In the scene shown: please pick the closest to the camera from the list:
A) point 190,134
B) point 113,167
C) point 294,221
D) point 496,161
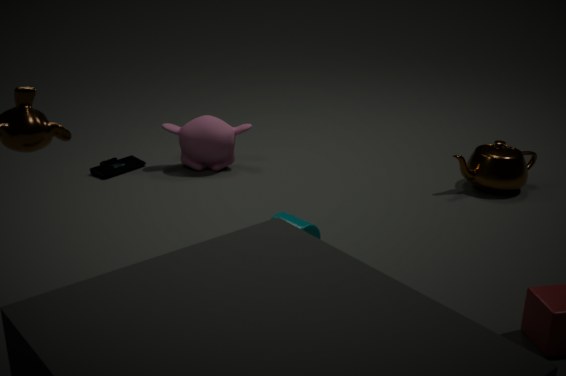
point 294,221
